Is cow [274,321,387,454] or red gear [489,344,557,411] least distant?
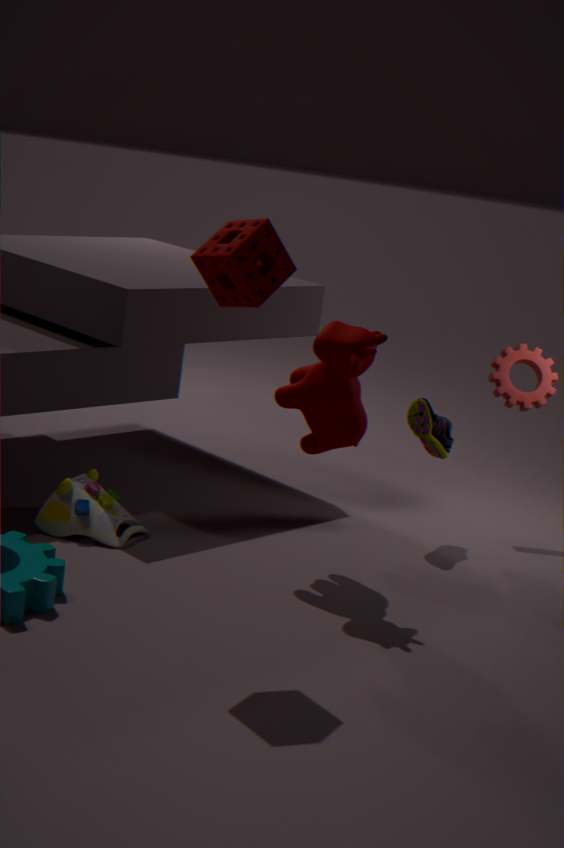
cow [274,321,387,454]
